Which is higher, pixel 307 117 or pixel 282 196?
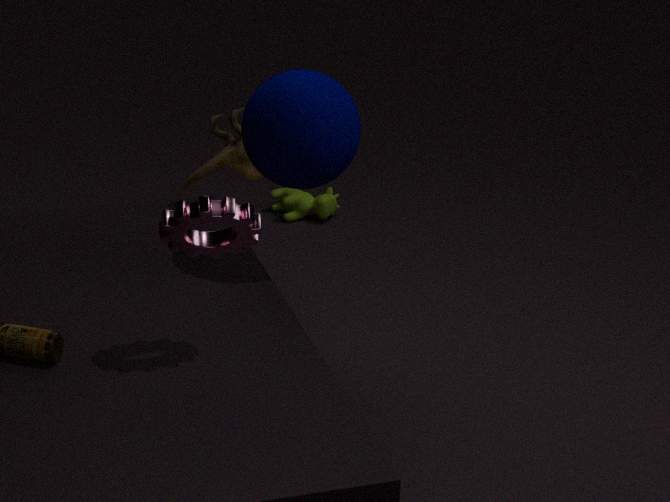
pixel 307 117
